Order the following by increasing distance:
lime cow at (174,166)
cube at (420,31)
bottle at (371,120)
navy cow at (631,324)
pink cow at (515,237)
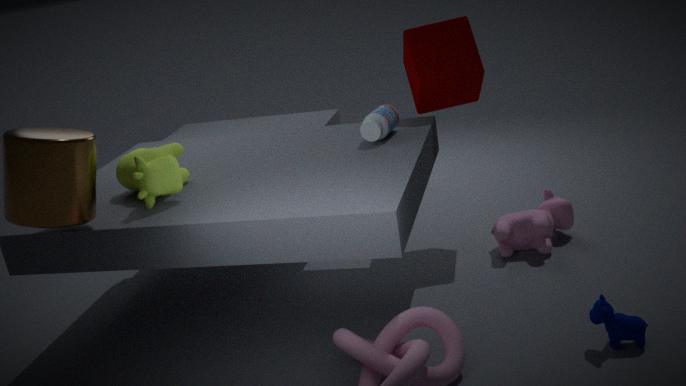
navy cow at (631,324)
lime cow at (174,166)
bottle at (371,120)
pink cow at (515,237)
cube at (420,31)
